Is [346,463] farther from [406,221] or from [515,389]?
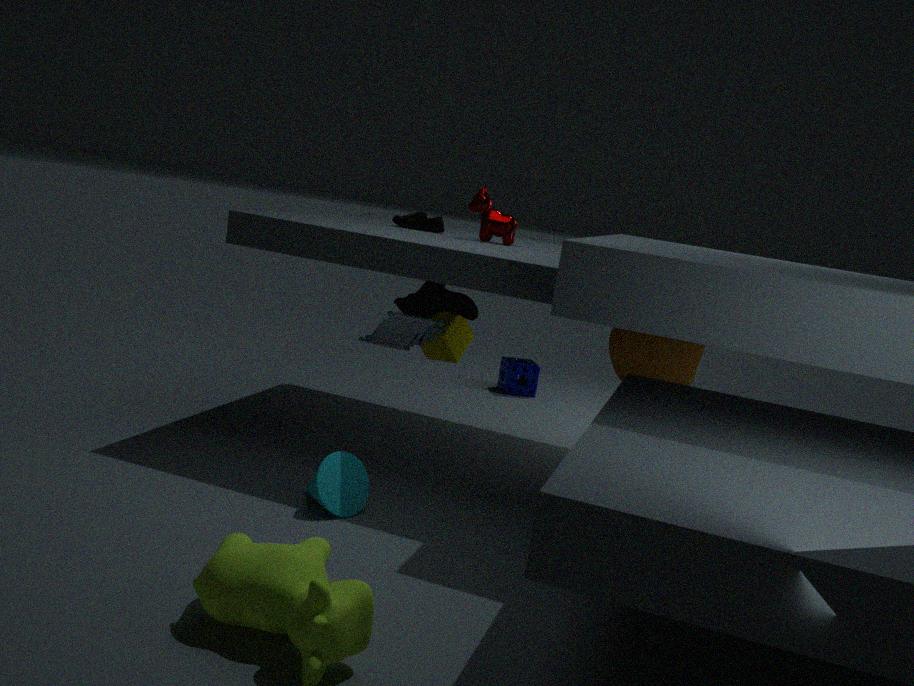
[515,389]
